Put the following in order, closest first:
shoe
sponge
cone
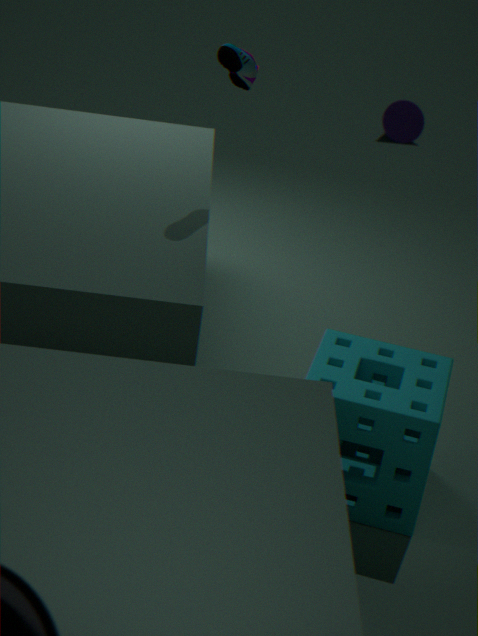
sponge < shoe < cone
